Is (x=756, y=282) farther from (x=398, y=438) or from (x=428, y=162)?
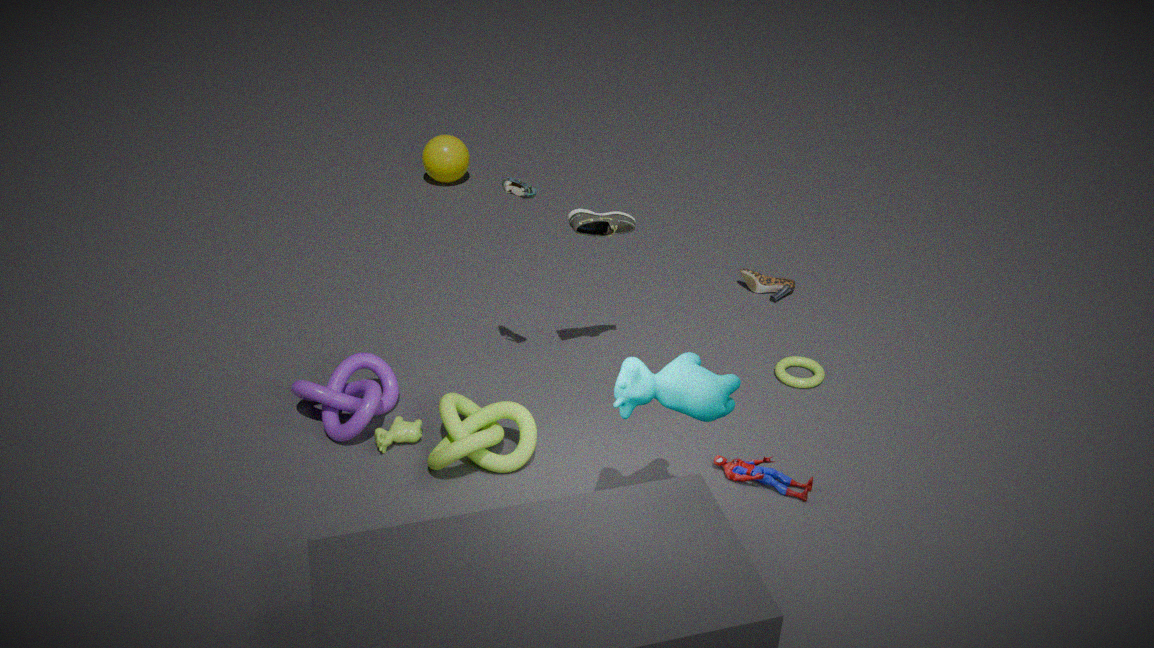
(x=428, y=162)
